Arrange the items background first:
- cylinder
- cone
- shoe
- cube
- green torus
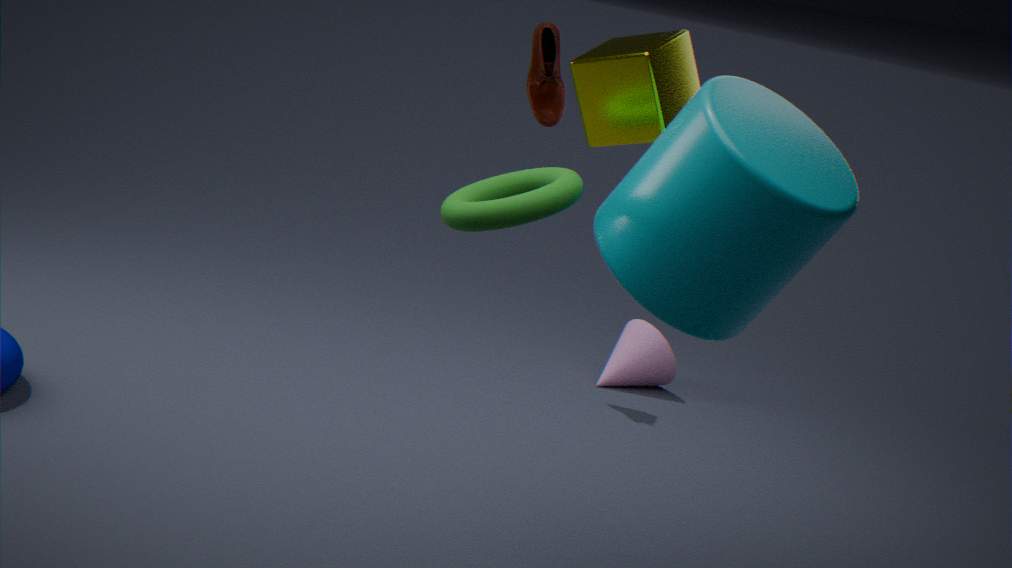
cone, shoe, cube, green torus, cylinder
